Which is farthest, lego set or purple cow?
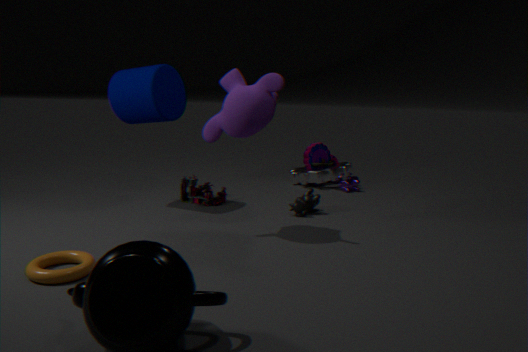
purple cow
